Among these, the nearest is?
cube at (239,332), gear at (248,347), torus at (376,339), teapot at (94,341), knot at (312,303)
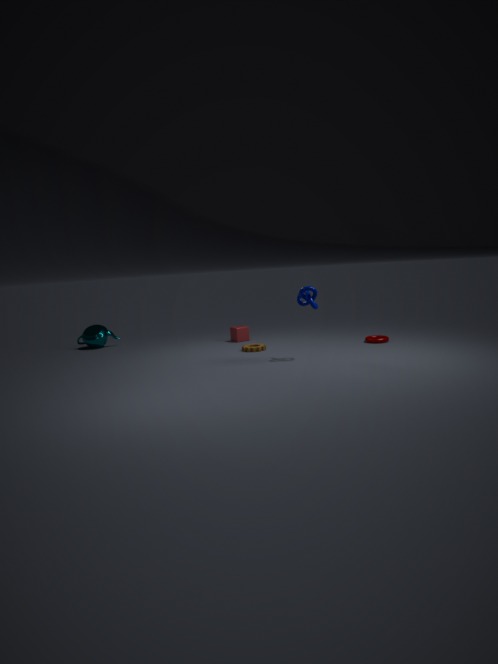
knot at (312,303)
